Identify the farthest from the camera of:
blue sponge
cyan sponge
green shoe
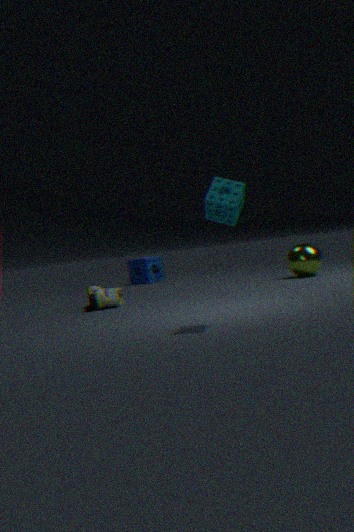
blue sponge
